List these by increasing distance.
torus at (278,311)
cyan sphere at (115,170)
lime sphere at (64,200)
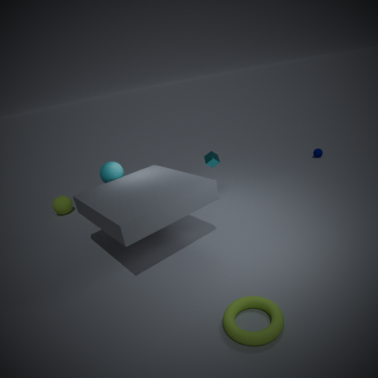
1. torus at (278,311)
2. cyan sphere at (115,170)
3. lime sphere at (64,200)
